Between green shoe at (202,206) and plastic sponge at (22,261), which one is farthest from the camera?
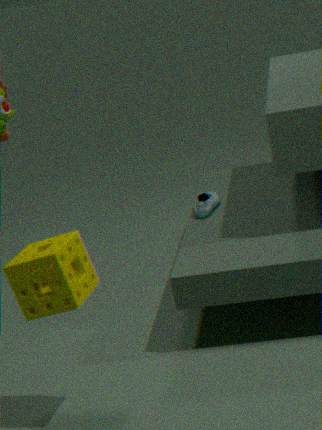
green shoe at (202,206)
